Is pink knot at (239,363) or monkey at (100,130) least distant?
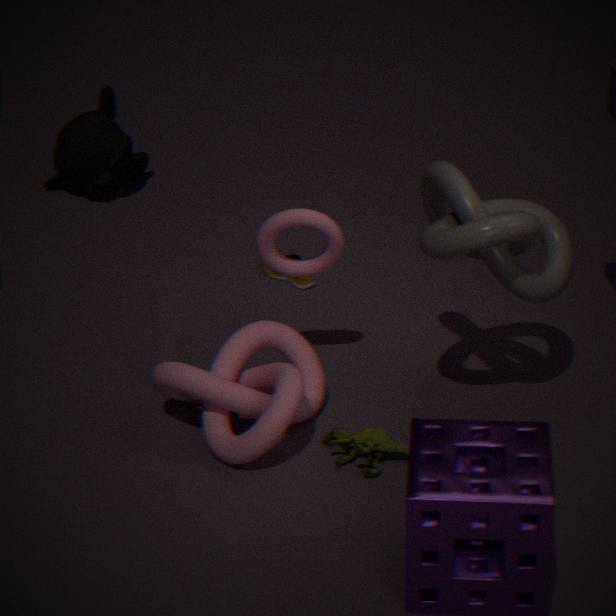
pink knot at (239,363)
